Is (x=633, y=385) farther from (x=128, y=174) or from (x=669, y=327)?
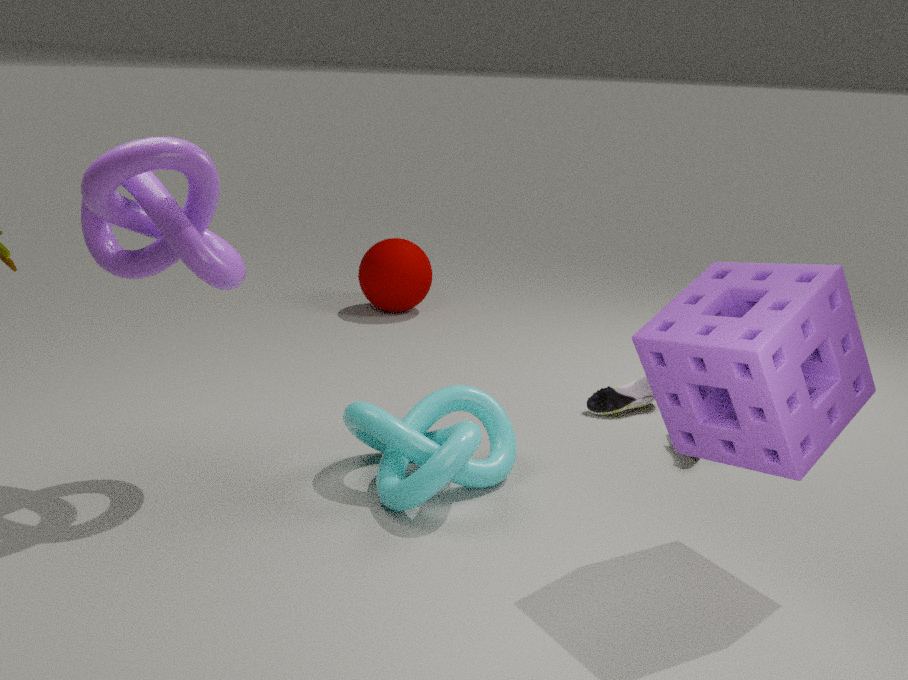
(x=128, y=174)
